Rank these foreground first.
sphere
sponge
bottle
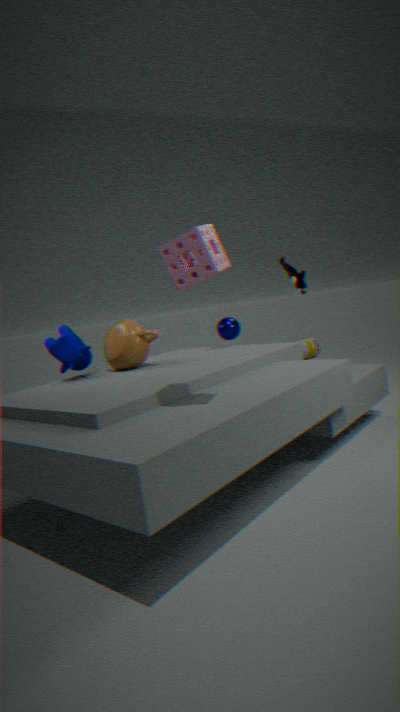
sponge, sphere, bottle
